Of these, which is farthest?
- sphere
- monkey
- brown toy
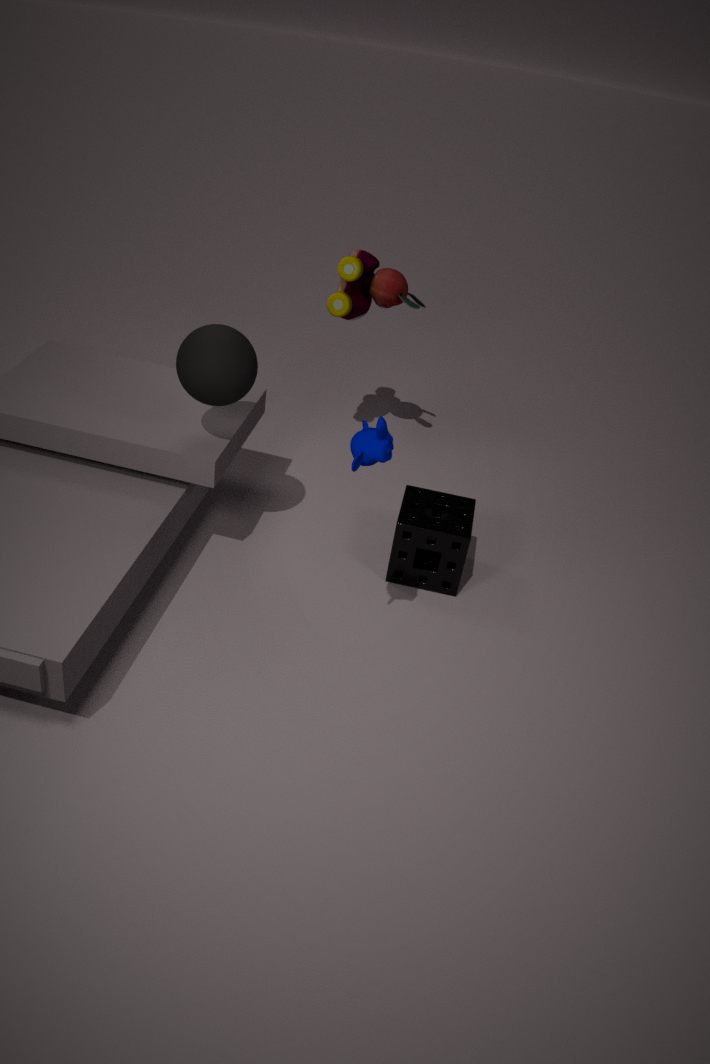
brown toy
